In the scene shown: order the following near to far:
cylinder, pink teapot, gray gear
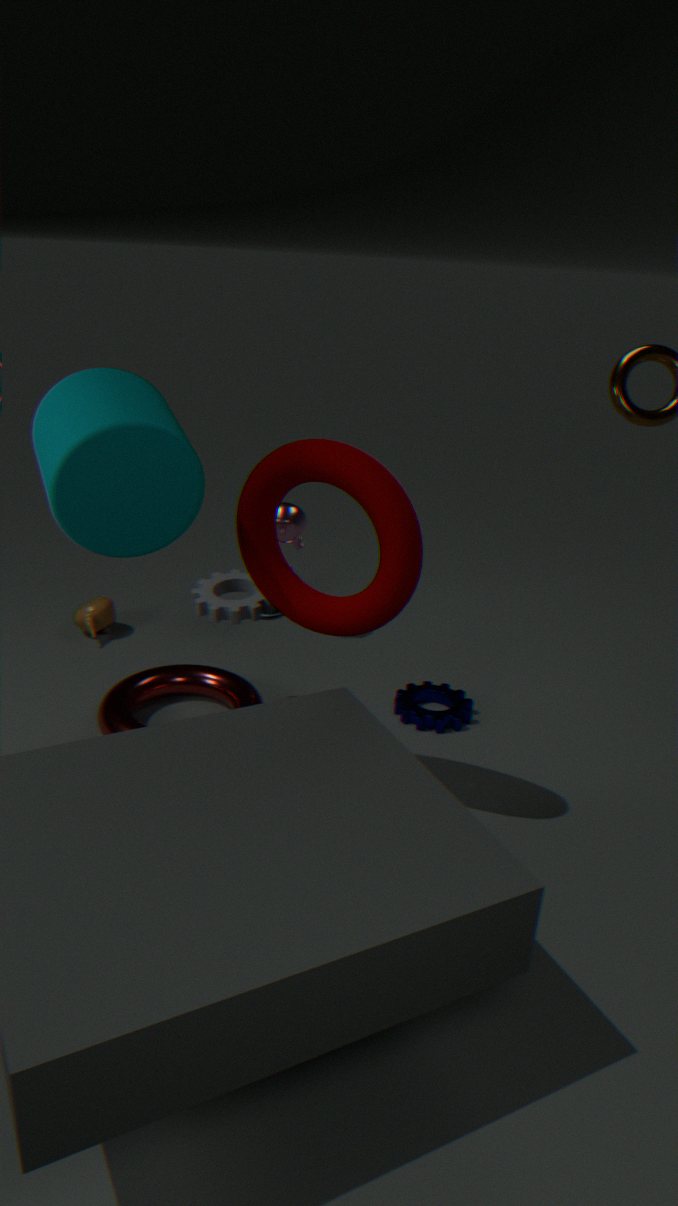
cylinder < gray gear < pink teapot
